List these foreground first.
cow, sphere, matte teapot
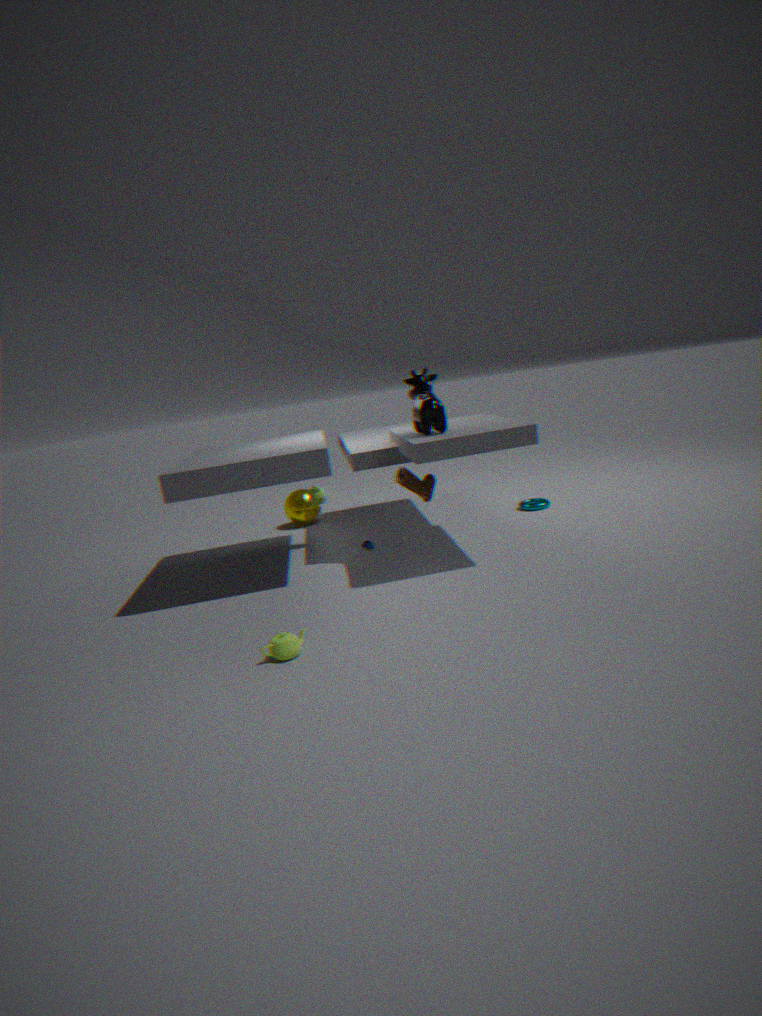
matte teapot → cow → sphere
